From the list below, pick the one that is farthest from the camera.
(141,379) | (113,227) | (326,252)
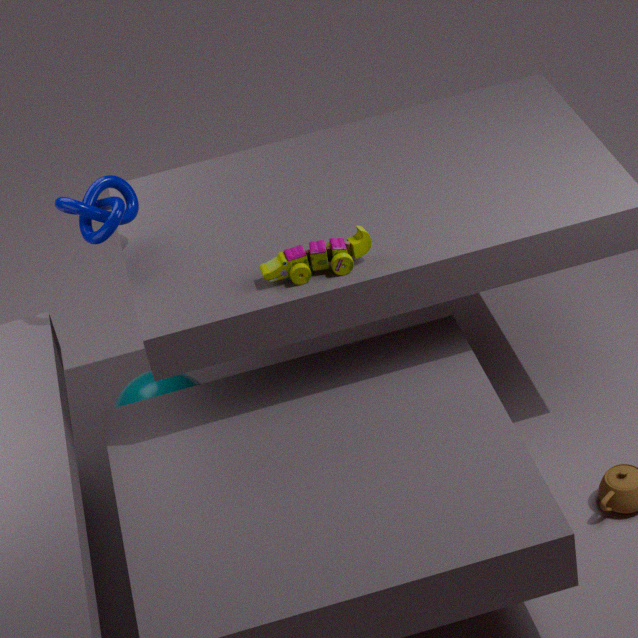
(141,379)
